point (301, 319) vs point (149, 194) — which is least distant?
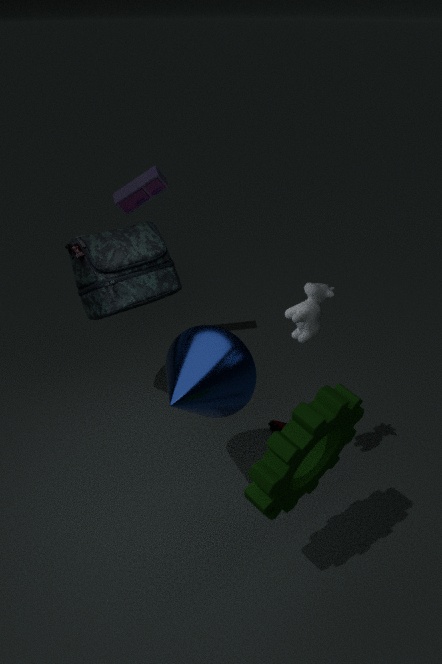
point (301, 319)
